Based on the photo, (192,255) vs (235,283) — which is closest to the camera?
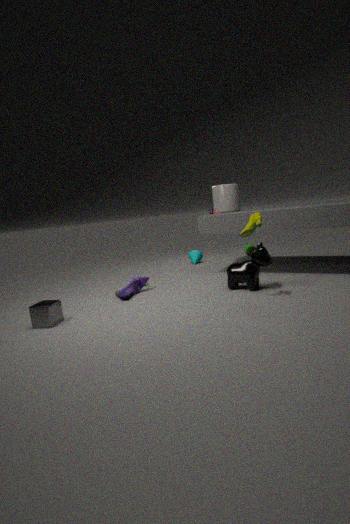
(235,283)
